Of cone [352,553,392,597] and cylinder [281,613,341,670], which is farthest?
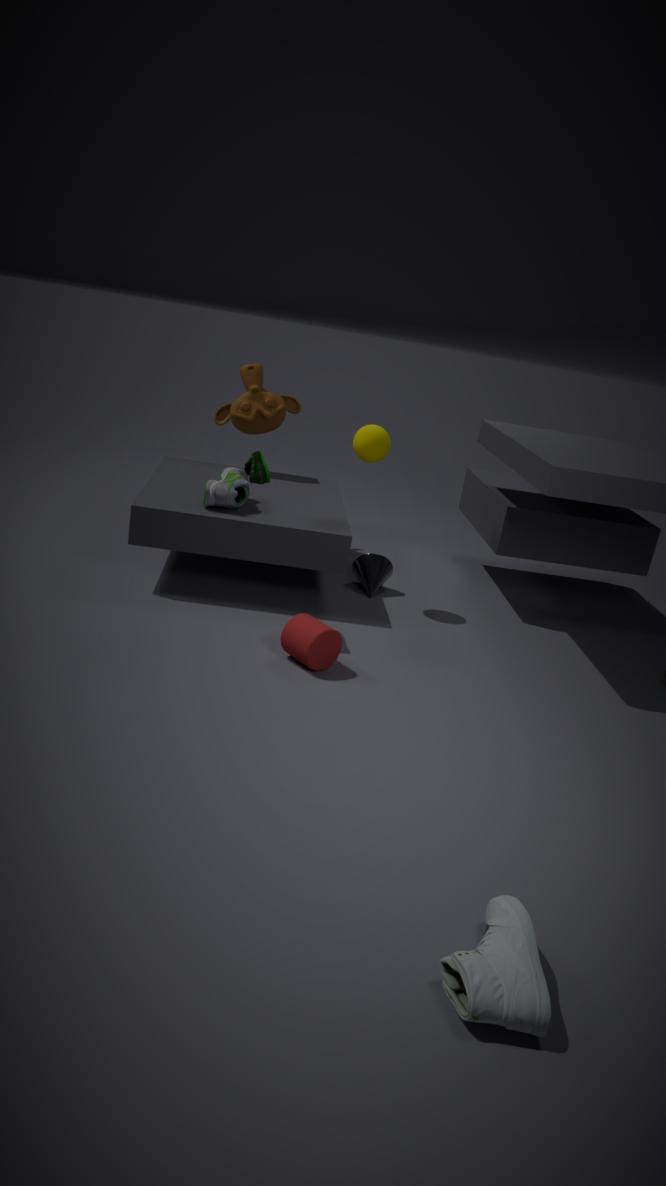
cone [352,553,392,597]
